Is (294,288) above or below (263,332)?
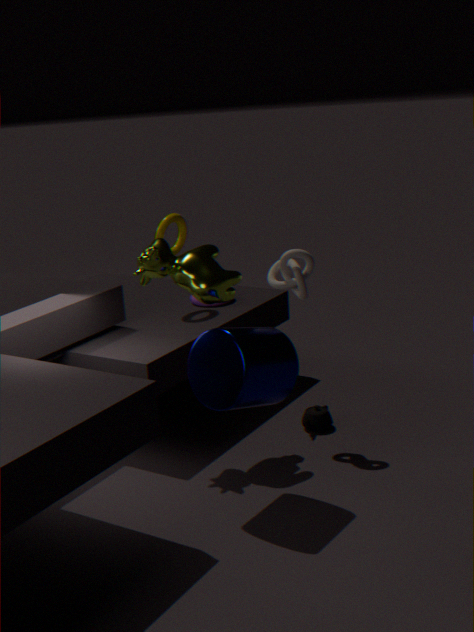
above
